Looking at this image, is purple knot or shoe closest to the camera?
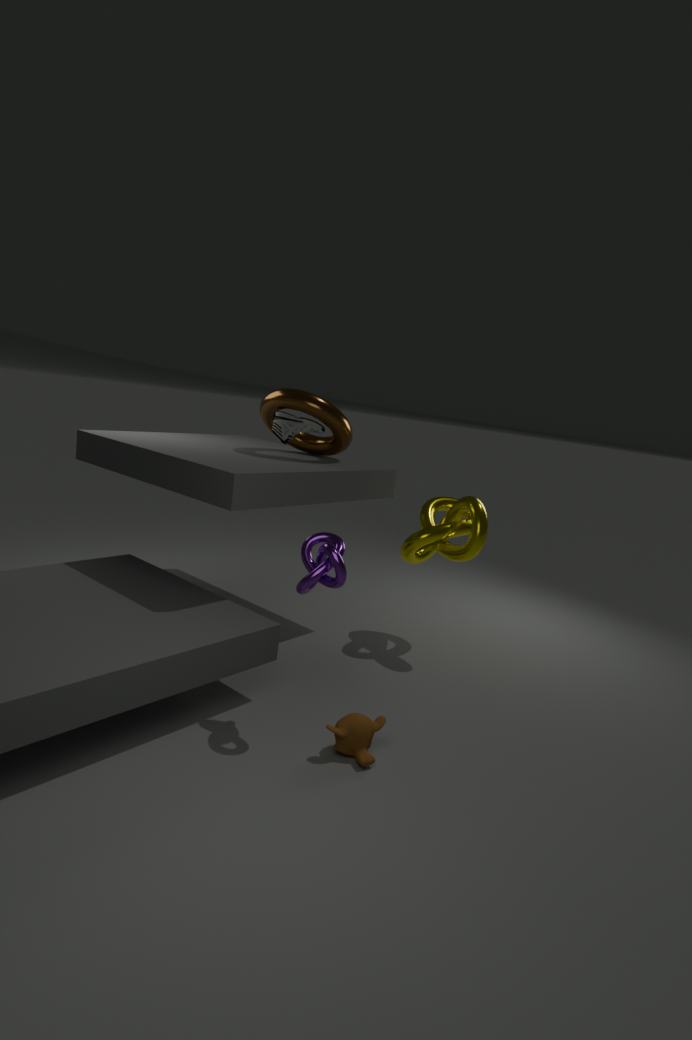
purple knot
